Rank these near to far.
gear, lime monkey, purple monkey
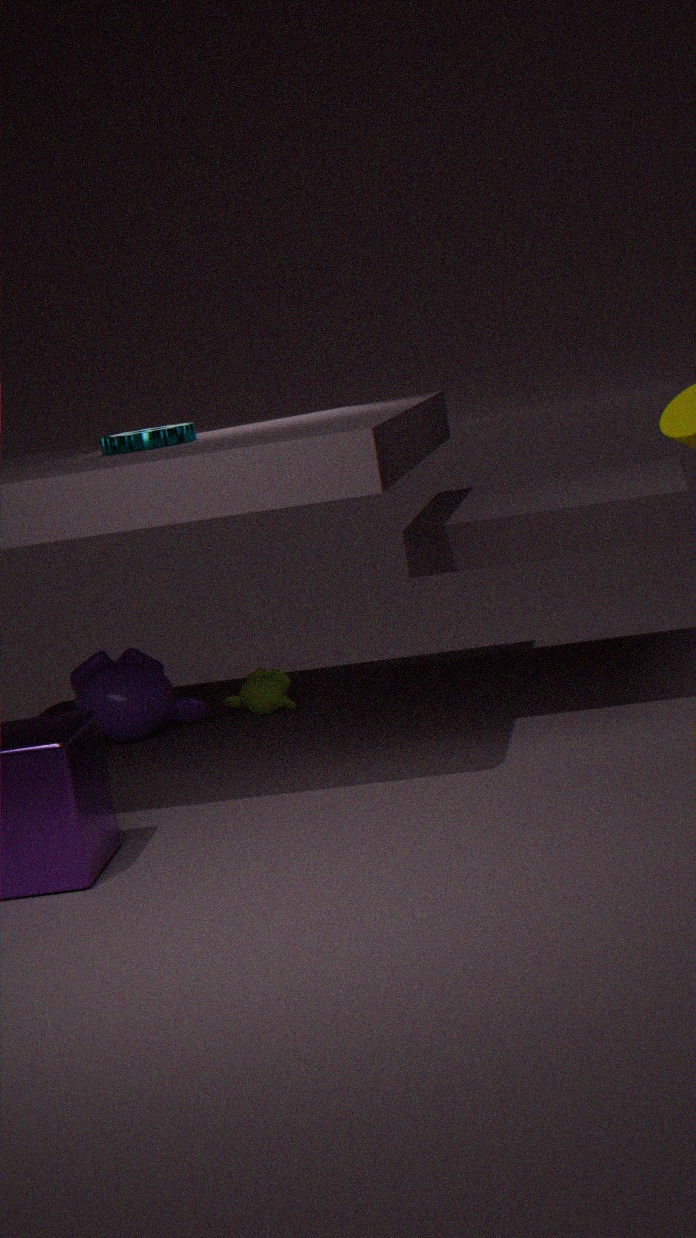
gear → purple monkey → lime monkey
